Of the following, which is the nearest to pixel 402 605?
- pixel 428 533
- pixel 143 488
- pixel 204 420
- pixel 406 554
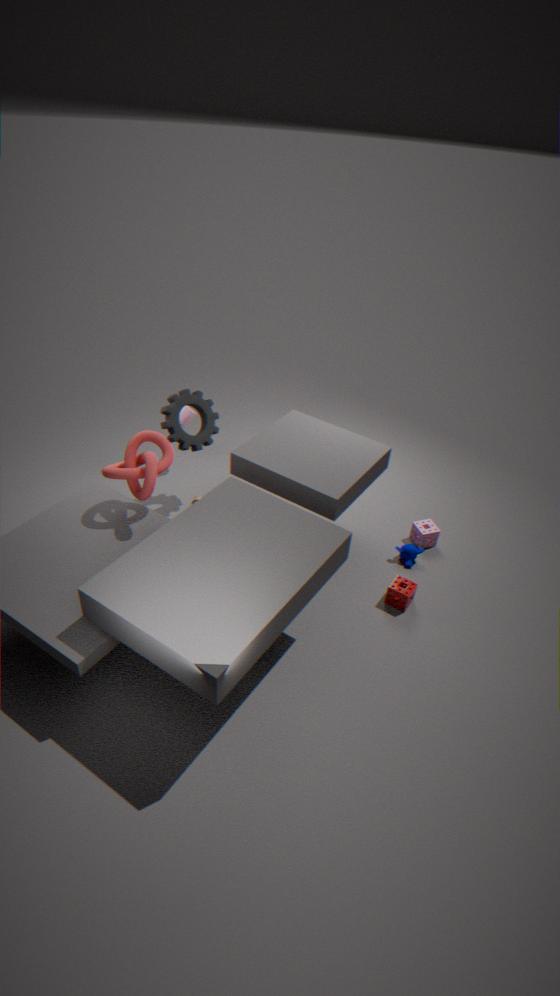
pixel 406 554
